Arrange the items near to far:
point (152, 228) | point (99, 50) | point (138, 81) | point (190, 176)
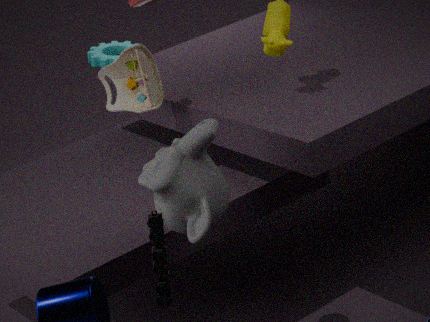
1. point (152, 228)
2. point (190, 176)
3. point (138, 81)
4. point (99, 50)
